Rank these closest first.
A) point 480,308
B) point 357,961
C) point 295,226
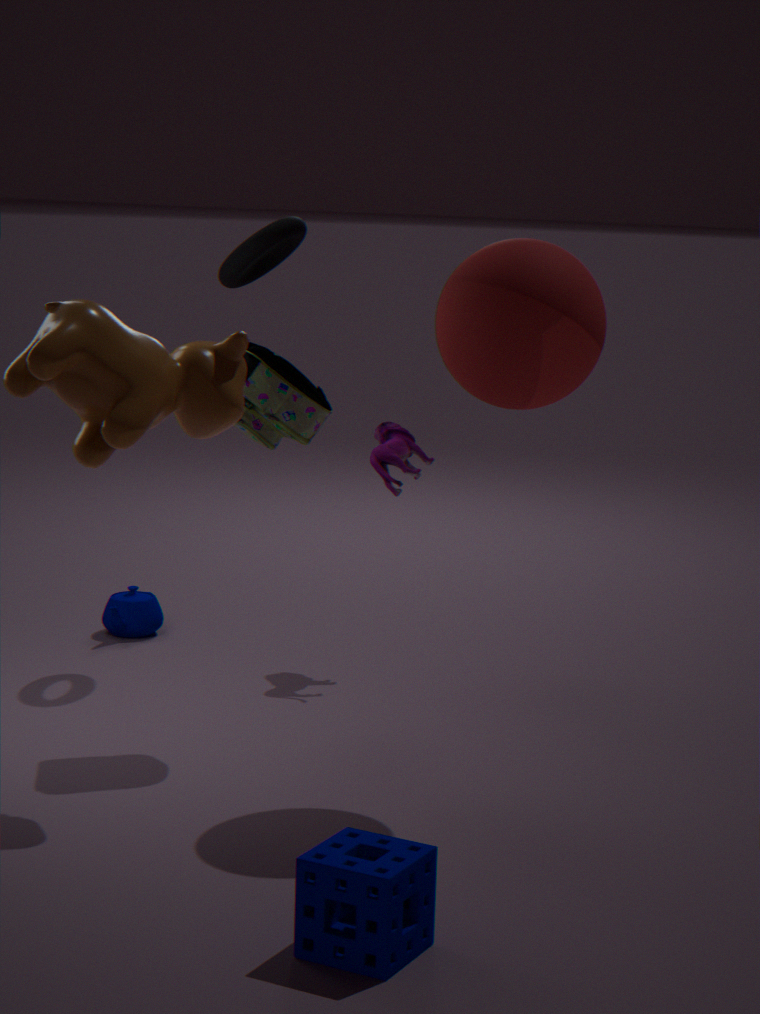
point 357,961 < point 480,308 < point 295,226
